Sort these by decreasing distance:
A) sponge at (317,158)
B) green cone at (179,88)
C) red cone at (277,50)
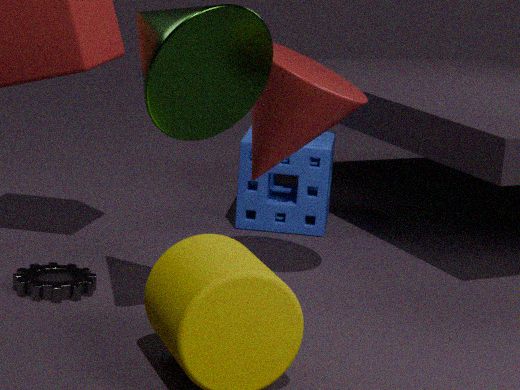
1. sponge at (317,158)
2. red cone at (277,50)
3. green cone at (179,88)
